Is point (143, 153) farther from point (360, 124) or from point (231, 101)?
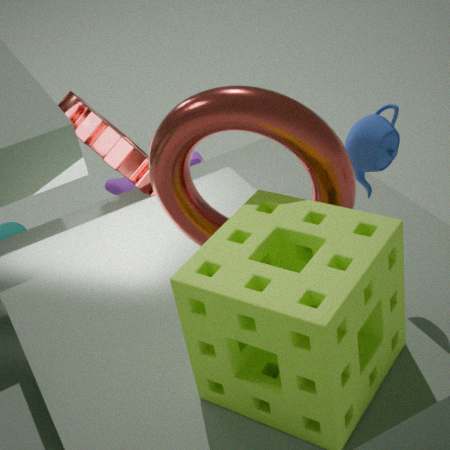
point (360, 124)
